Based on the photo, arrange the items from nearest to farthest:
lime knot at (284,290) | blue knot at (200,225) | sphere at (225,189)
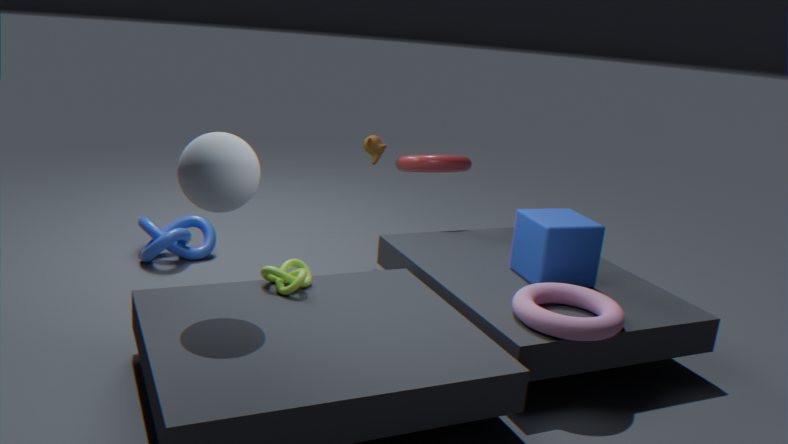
1. sphere at (225,189)
2. lime knot at (284,290)
3. blue knot at (200,225)
